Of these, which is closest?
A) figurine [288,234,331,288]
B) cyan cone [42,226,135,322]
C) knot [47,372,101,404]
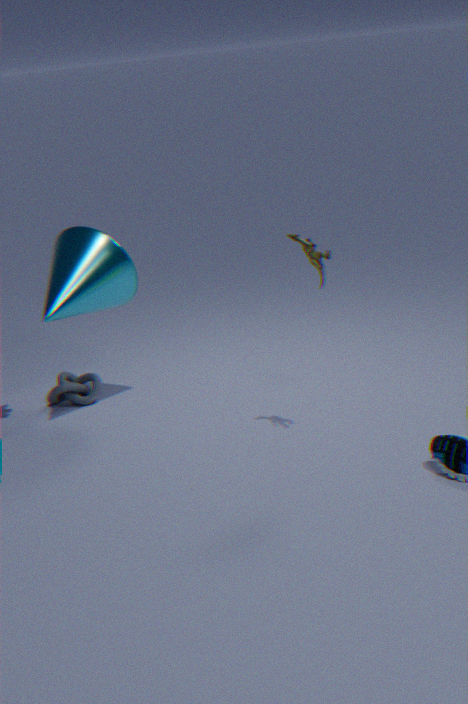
figurine [288,234,331,288]
